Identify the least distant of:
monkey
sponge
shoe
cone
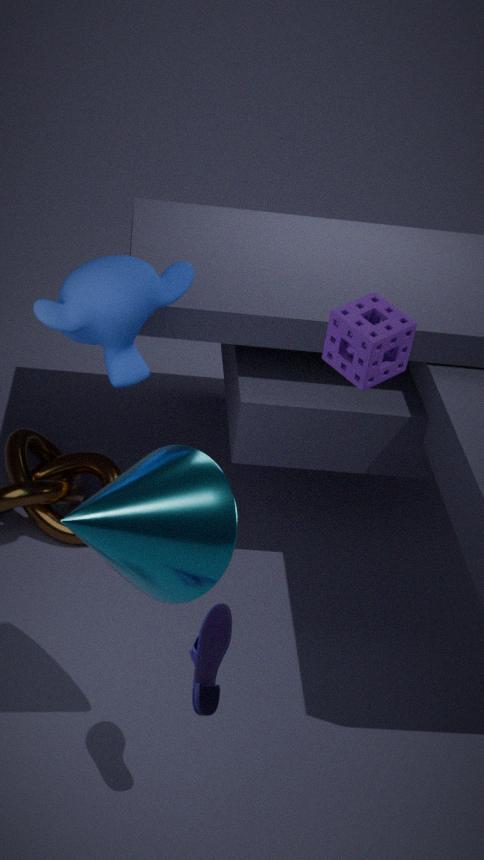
cone
